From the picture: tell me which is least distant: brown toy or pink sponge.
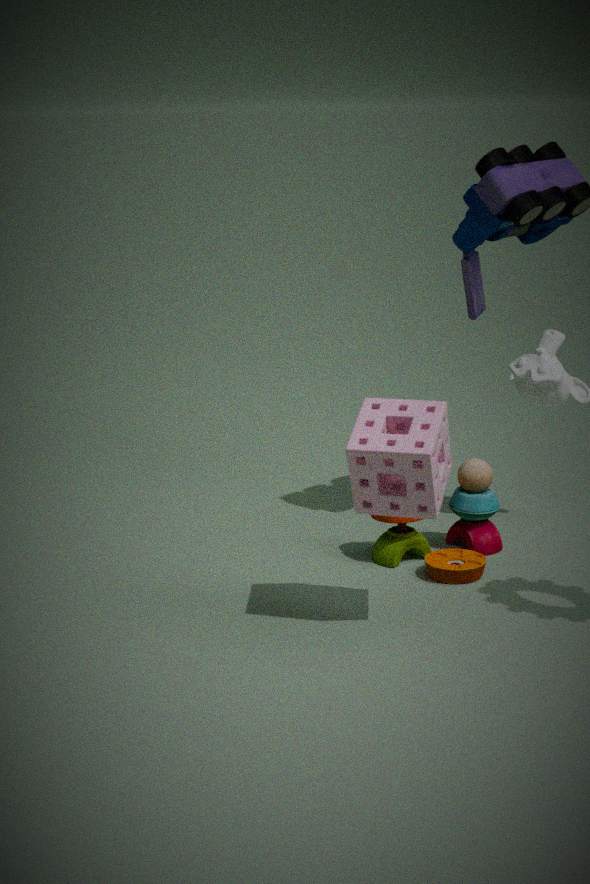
pink sponge
